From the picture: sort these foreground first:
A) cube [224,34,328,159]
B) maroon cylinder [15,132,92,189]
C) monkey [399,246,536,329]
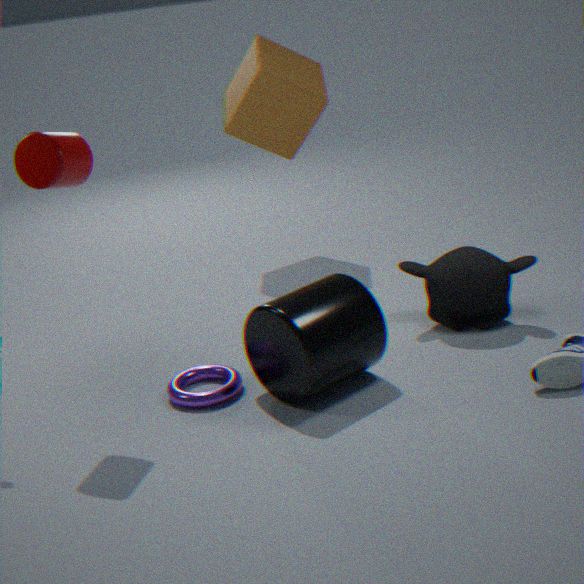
maroon cylinder [15,132,92,189] < monkey [399,246,536,329] < cube [224,34,328,159]
